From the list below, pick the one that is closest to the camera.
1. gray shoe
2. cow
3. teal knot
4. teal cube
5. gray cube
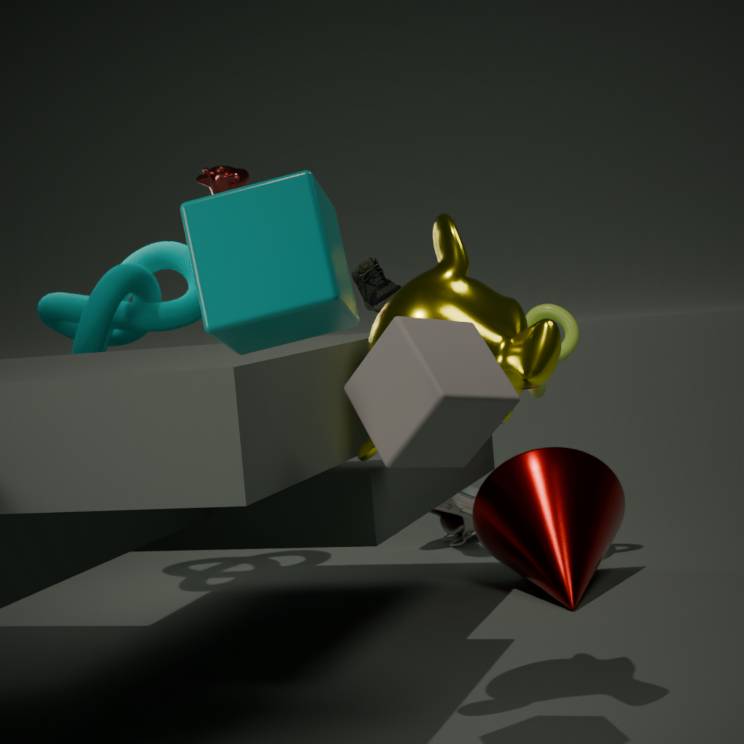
teal cube
